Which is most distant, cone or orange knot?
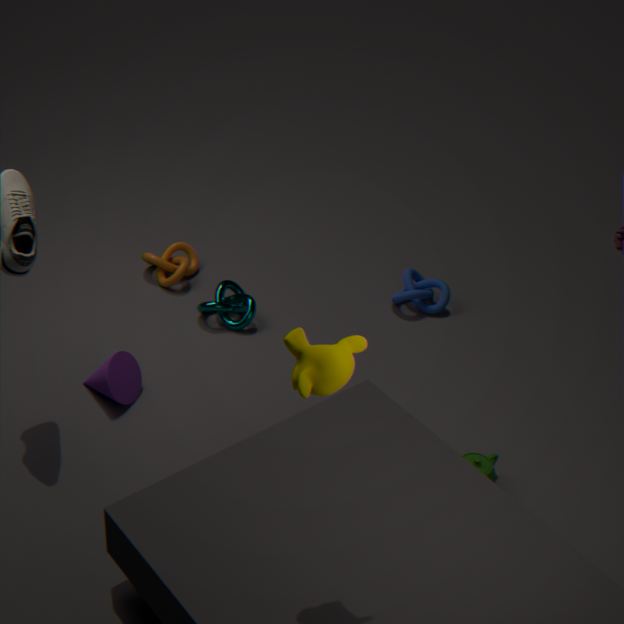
orange knot
